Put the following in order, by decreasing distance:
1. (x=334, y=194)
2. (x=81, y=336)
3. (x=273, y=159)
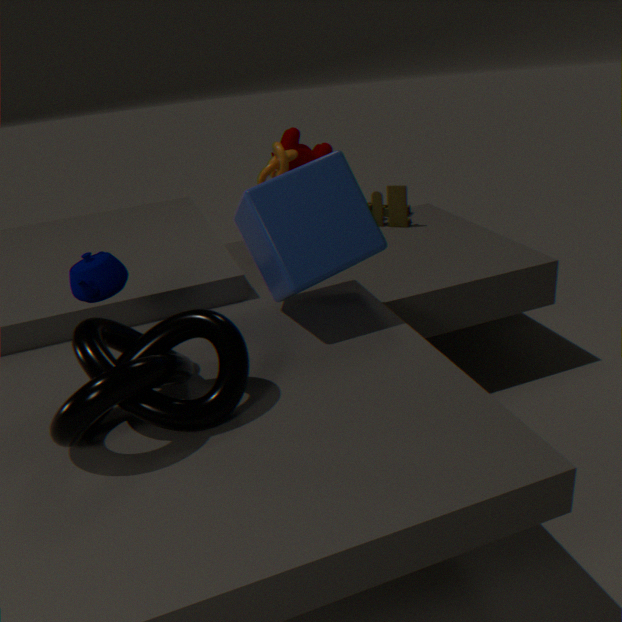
(x=273, y=159) → (x=334, y=194) → (x=81, y=336)
